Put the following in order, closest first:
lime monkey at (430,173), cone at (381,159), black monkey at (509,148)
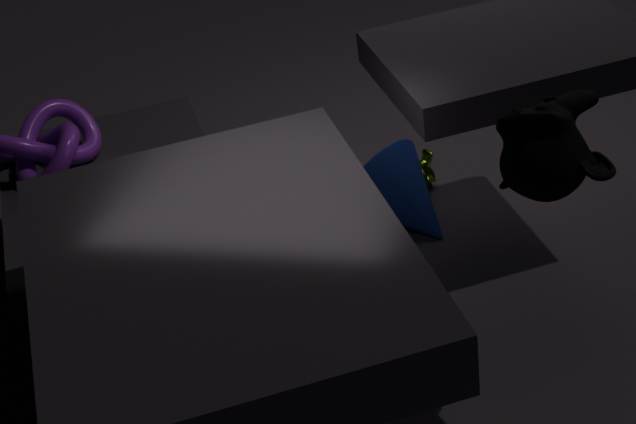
black monkey at (509,148) → cone at (381,159) → lime monkey at (430,173)
